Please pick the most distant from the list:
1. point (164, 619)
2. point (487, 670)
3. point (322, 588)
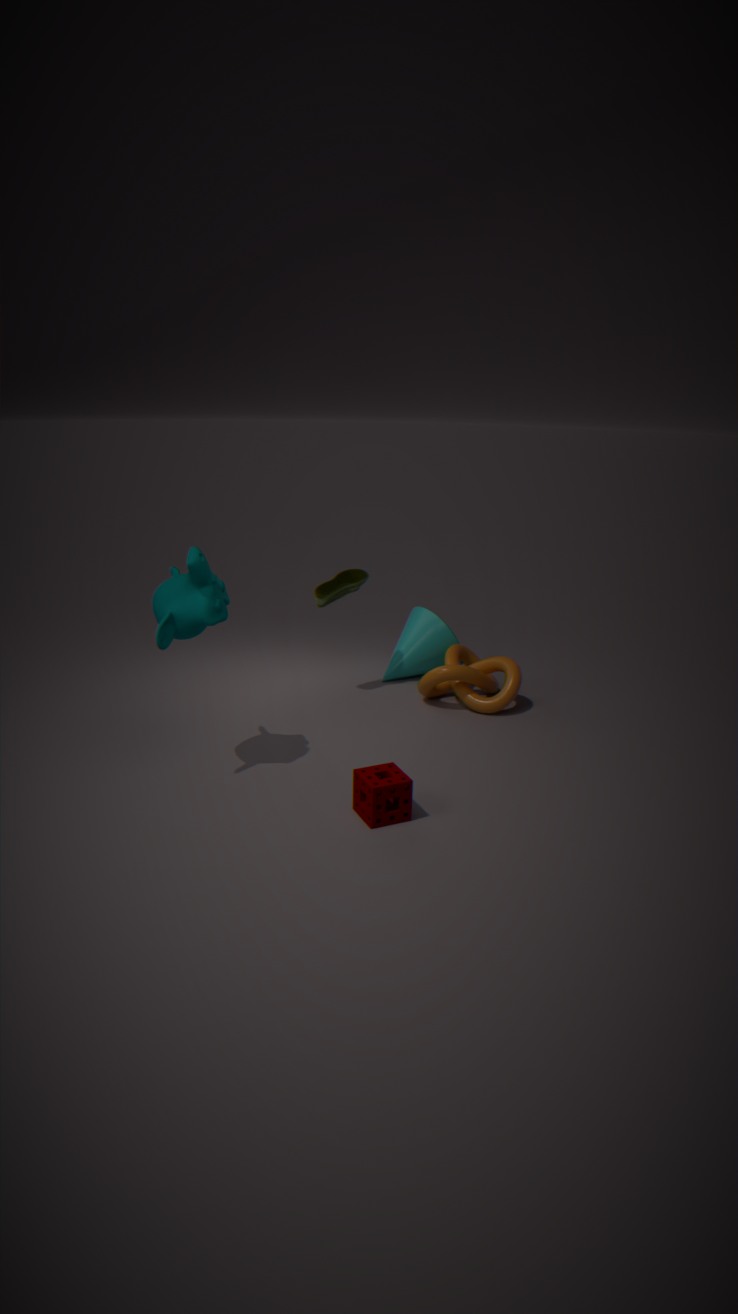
point (487, 670)
